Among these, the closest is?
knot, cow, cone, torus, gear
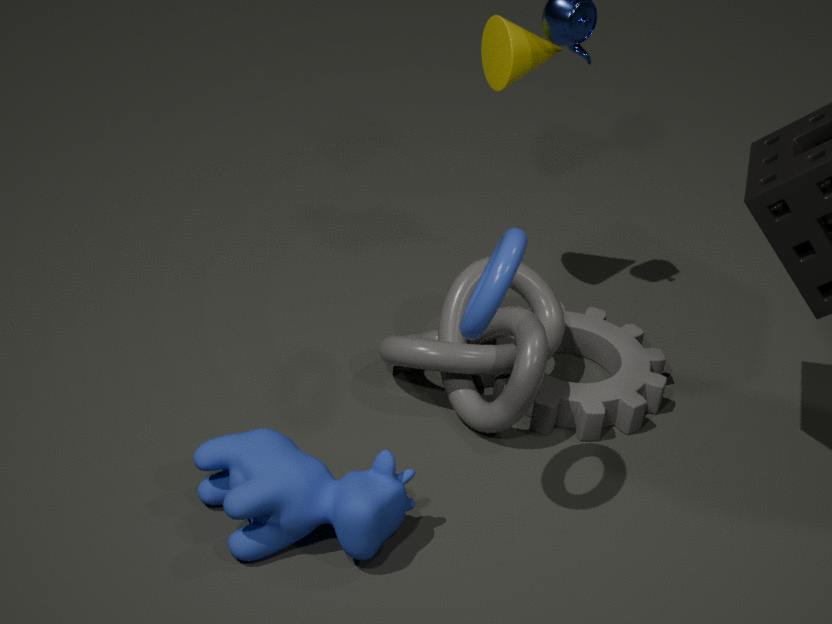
torus
